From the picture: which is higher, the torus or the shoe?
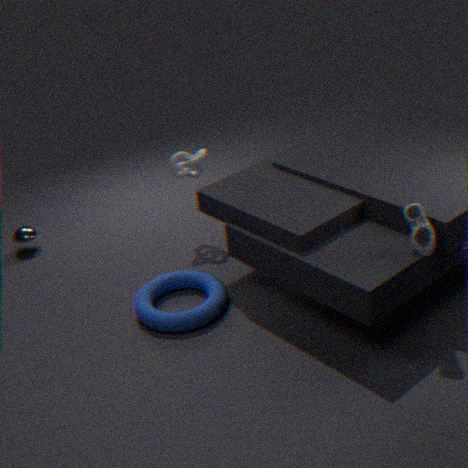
the shoe
